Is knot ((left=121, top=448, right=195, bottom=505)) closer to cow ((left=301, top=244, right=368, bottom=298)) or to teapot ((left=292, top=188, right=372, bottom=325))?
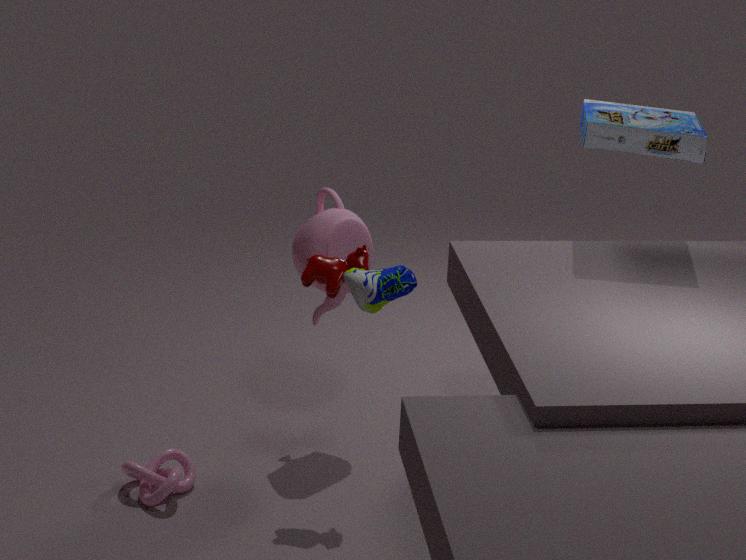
teapot ((left=292, top=188, right=372, bottom=325))
